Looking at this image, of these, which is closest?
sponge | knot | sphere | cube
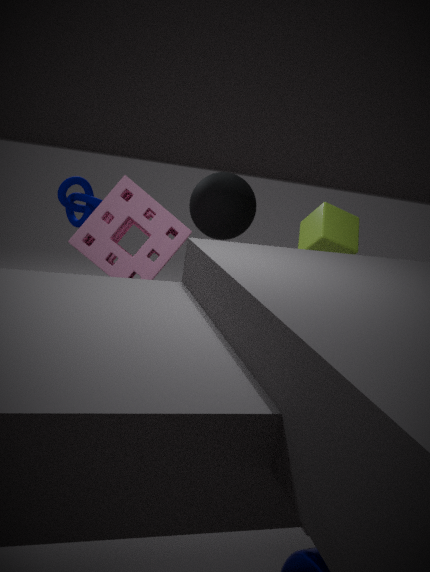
cube
